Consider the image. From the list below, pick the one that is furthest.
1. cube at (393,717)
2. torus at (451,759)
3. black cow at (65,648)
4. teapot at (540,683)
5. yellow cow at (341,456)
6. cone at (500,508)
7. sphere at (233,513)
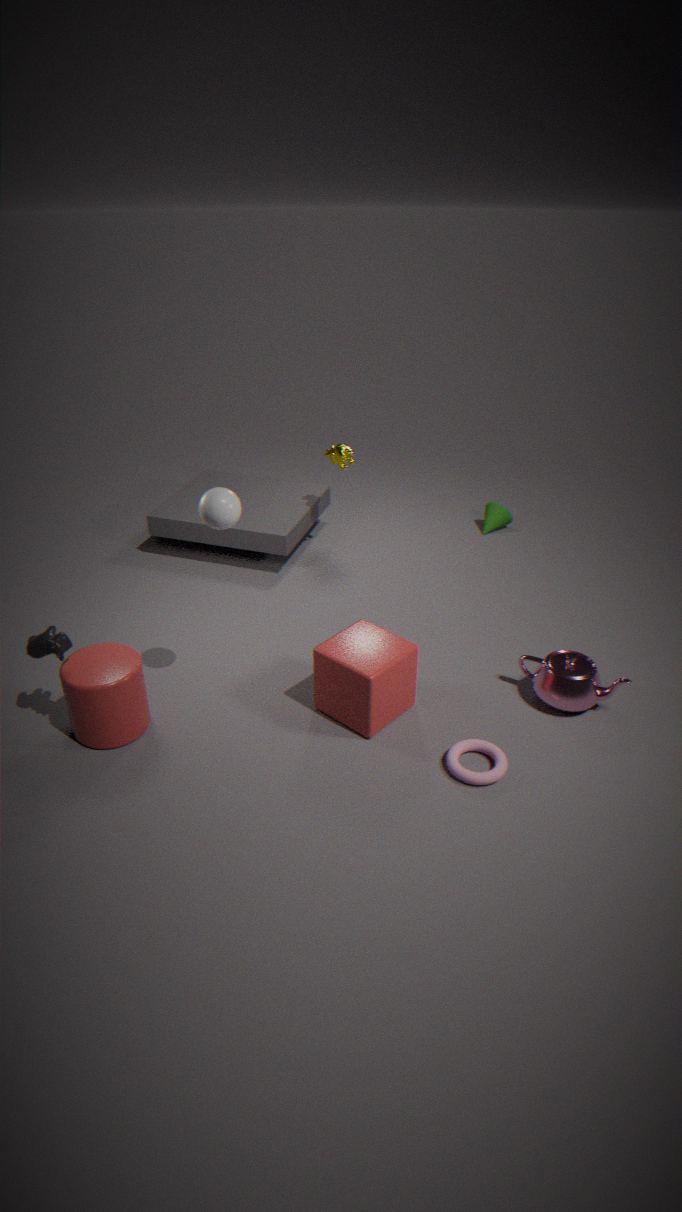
cone at (500,508)
